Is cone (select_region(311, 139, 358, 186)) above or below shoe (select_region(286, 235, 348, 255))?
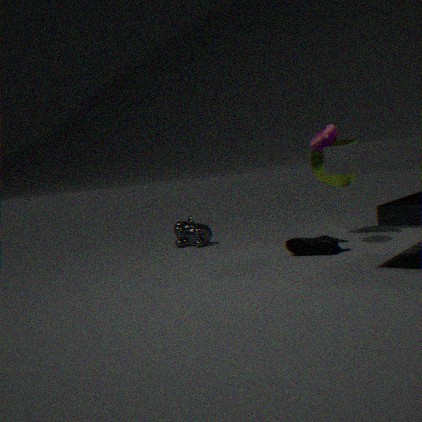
above
